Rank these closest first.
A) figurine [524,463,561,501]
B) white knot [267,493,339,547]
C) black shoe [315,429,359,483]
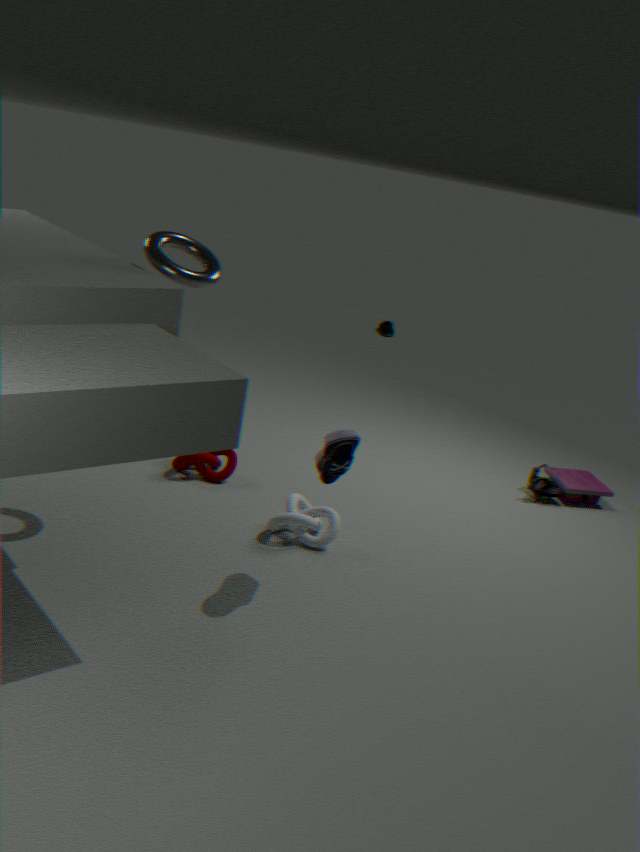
black shoe [315,429,359,483] < white knot [267,493,339,547] < figurine [524,463,561,501]
